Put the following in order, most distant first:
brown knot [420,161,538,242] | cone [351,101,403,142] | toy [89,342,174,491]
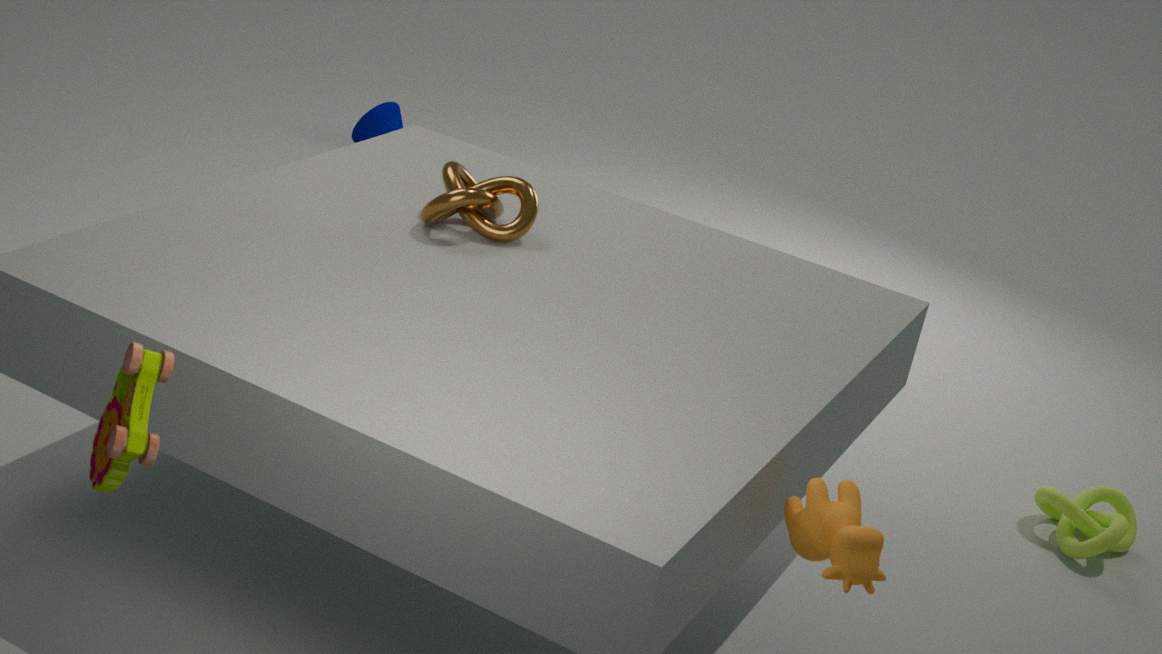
cone [351,101,403,142]
brown knot [420,161,538,242]
toy [89,342,174,491]
